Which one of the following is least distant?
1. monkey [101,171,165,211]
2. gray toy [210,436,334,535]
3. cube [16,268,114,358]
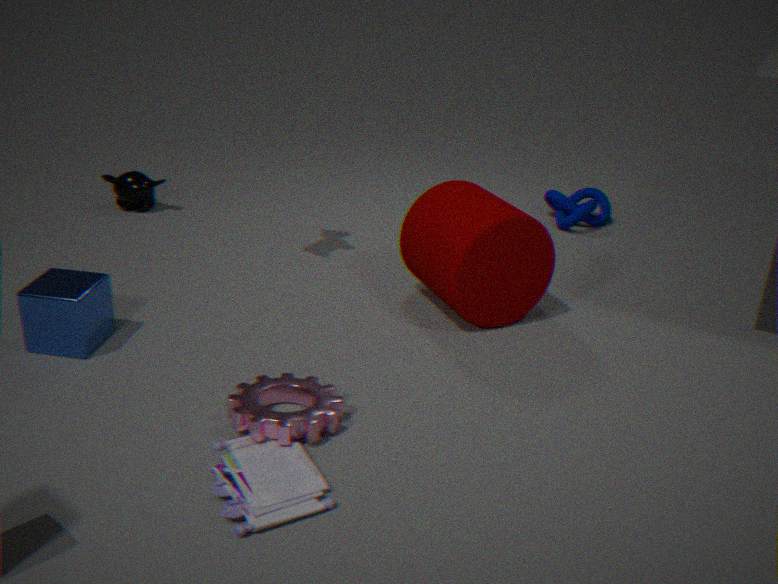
gray toy [210,436,334,535]
